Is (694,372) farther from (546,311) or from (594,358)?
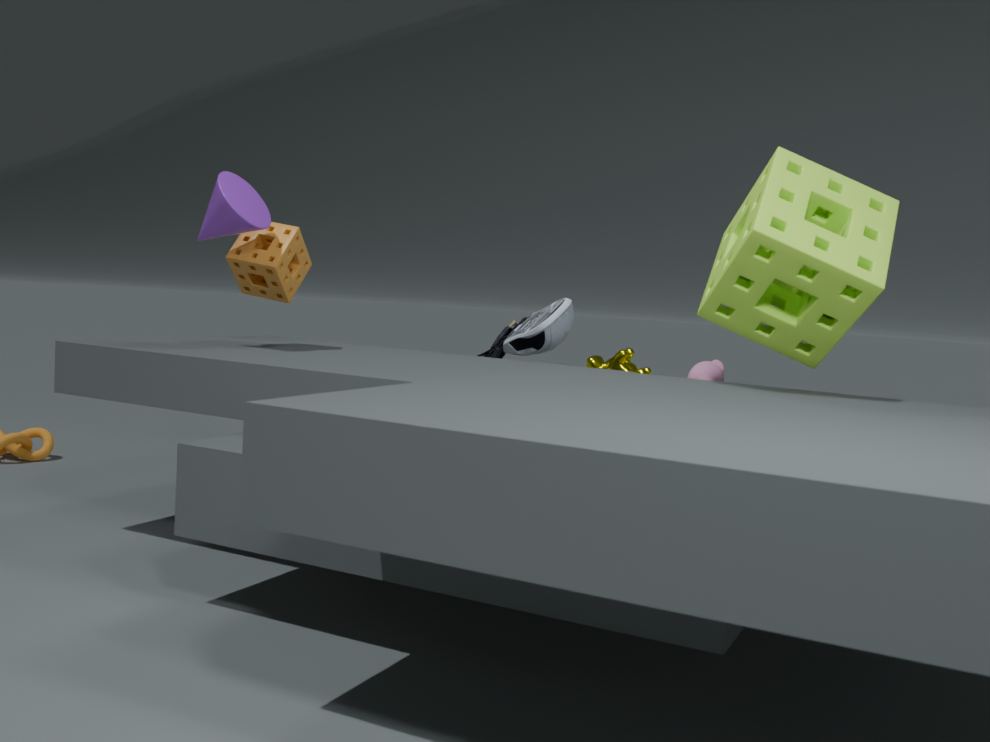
(546,311)
